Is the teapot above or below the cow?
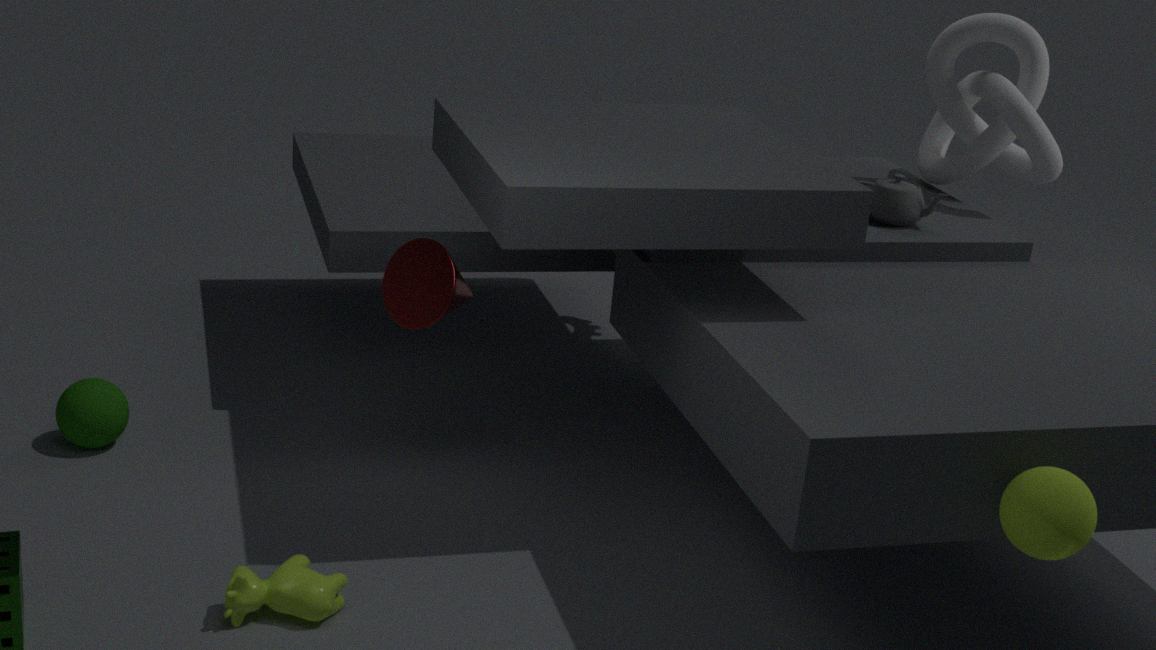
above
